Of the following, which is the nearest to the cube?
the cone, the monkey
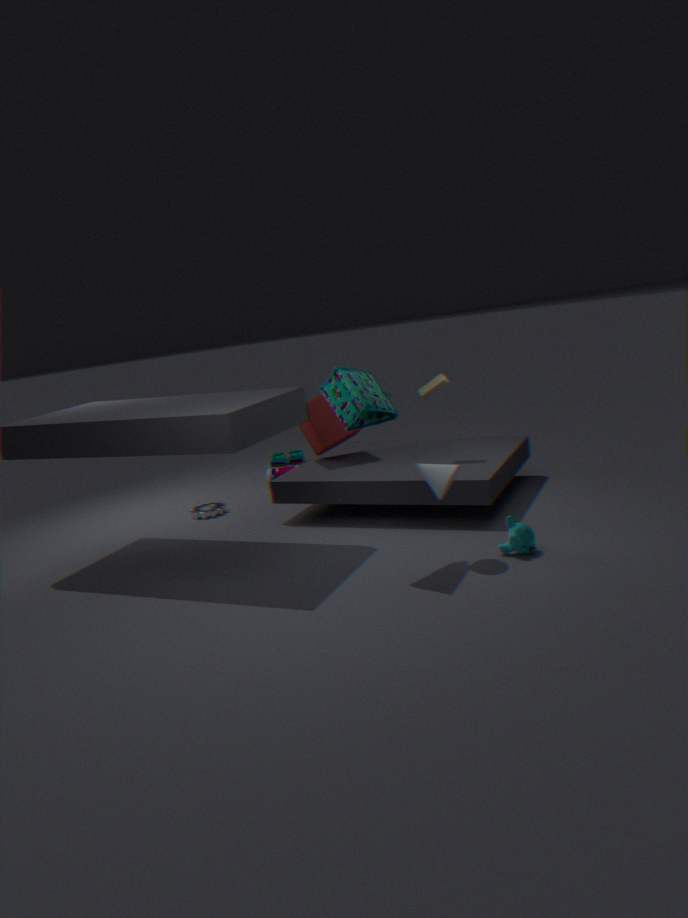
the cone
